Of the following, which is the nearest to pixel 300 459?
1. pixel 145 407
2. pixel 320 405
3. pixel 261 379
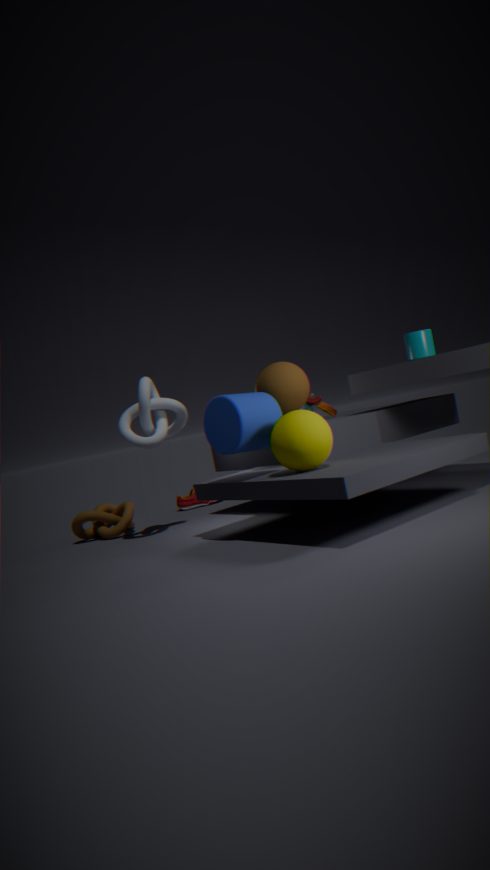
pixel 261 379
